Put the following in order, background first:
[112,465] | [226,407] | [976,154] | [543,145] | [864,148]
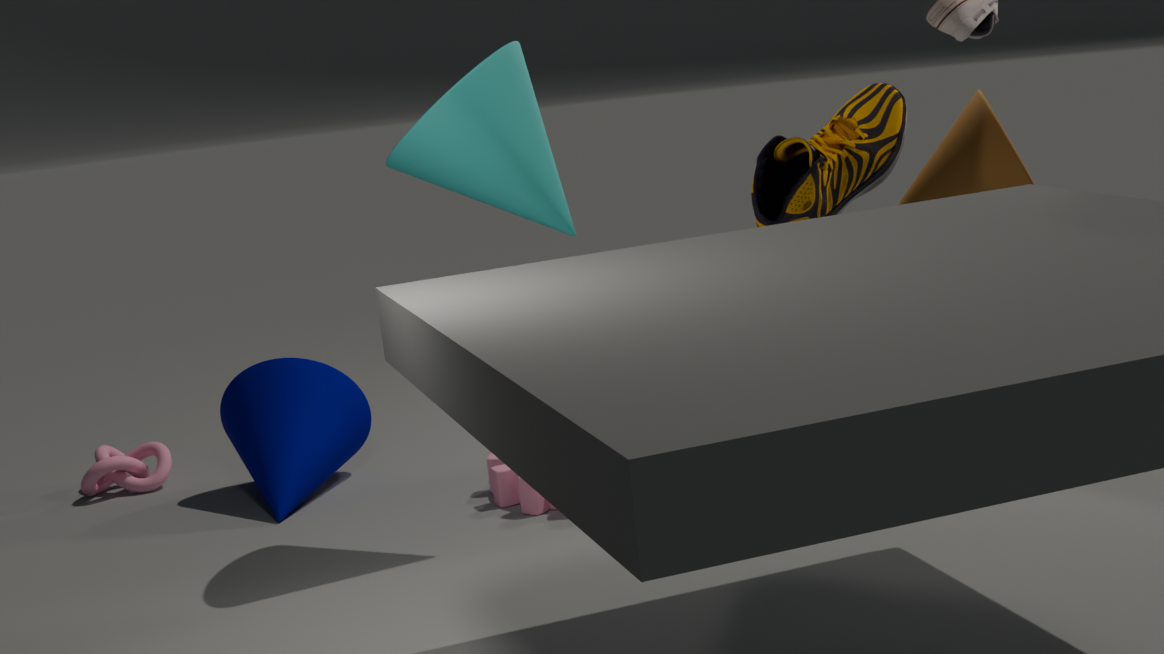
[112,465] → [226,407] → [976,154] → [864,148] → [543,145]
